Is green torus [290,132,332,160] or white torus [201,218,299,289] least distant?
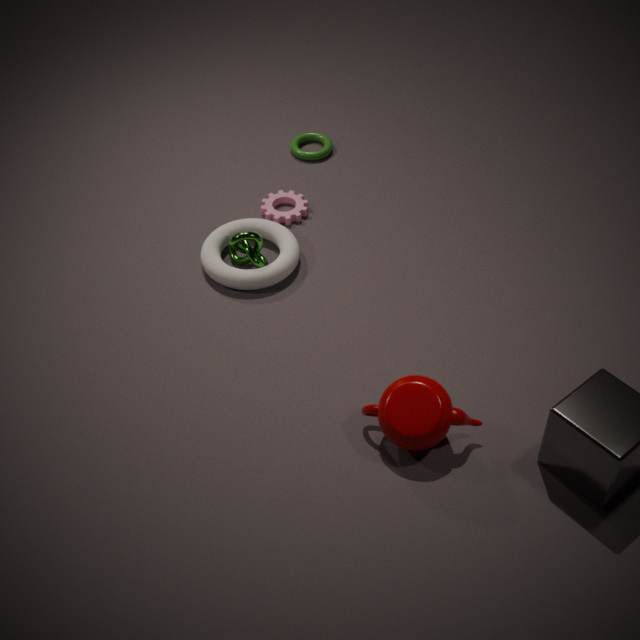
white torus [201,218,299,289]
